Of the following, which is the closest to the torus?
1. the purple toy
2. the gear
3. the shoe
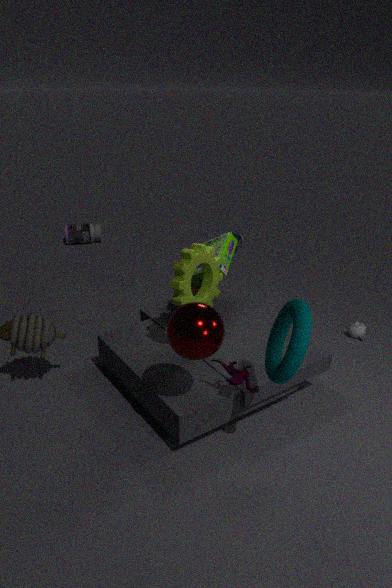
the purple toy
